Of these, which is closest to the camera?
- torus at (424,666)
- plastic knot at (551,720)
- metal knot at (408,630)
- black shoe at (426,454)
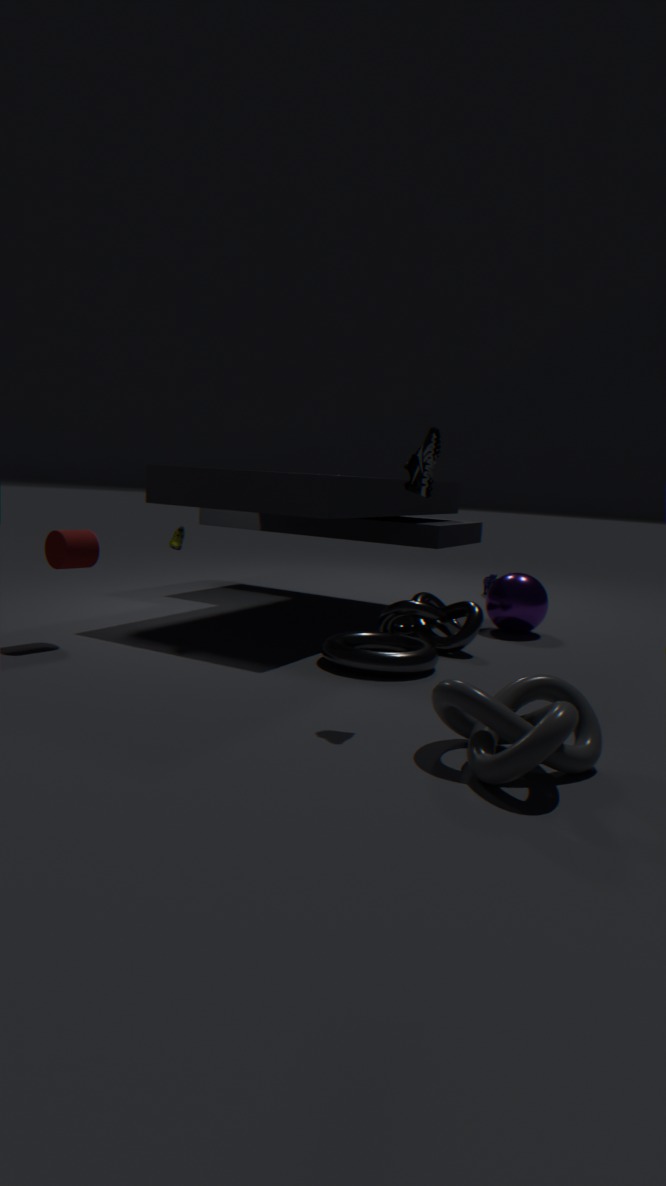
plastic knot at (551,720)
